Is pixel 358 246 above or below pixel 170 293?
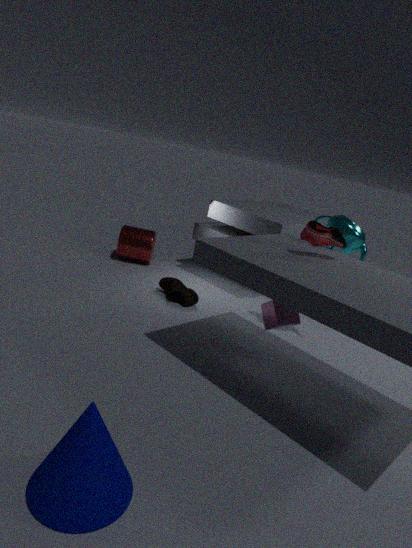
above
